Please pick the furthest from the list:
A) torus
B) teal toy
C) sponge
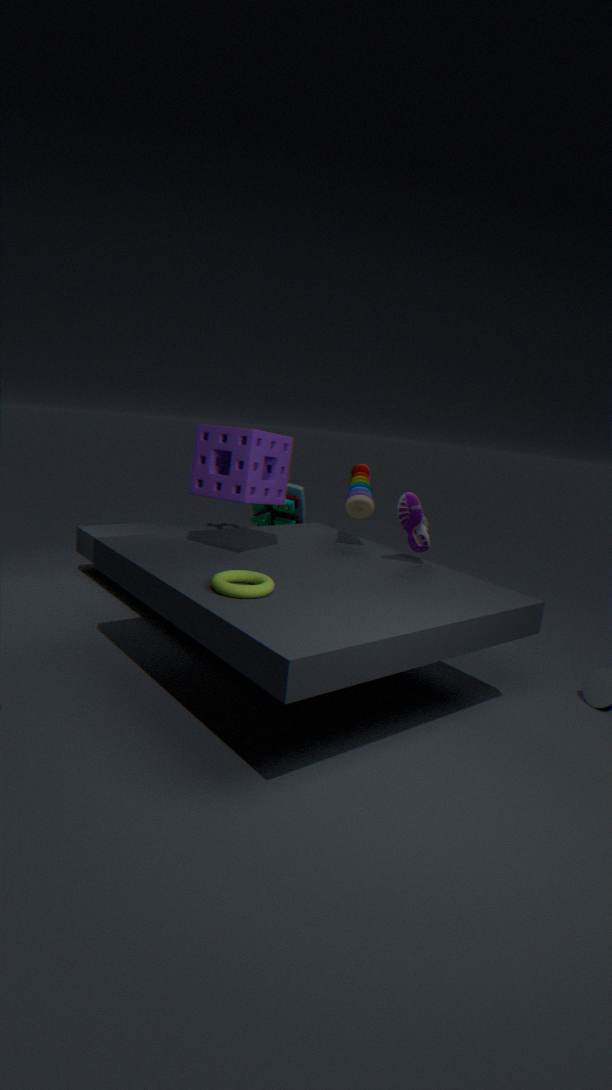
teal toy
